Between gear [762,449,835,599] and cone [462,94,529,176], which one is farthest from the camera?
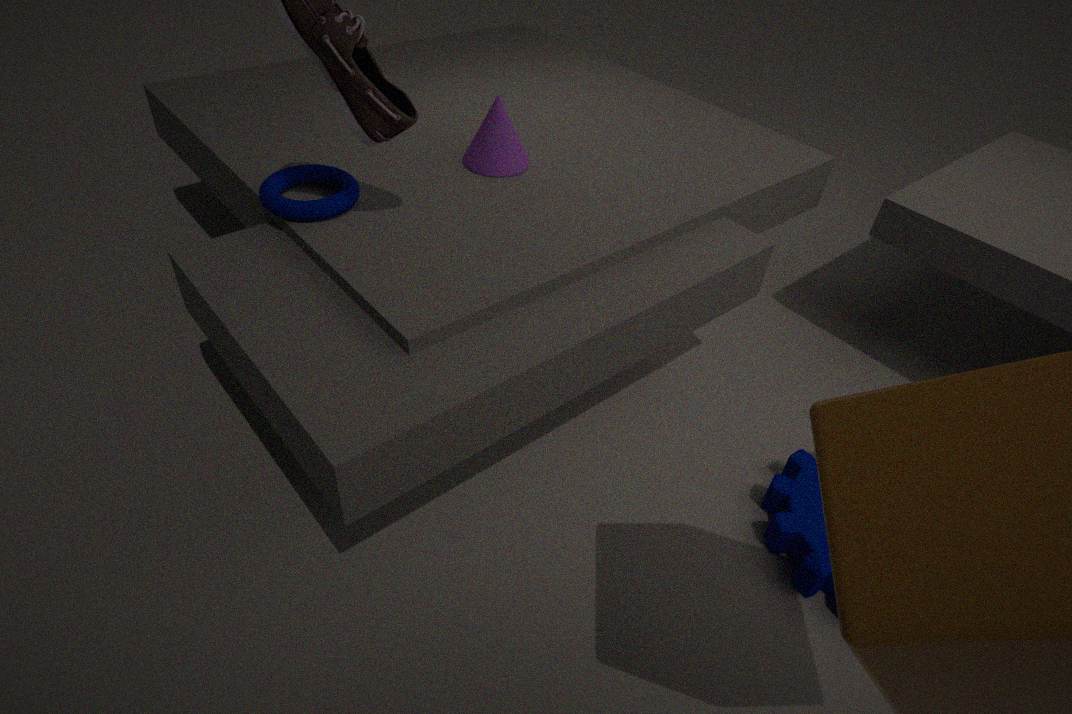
cone [462,94,529,176]
